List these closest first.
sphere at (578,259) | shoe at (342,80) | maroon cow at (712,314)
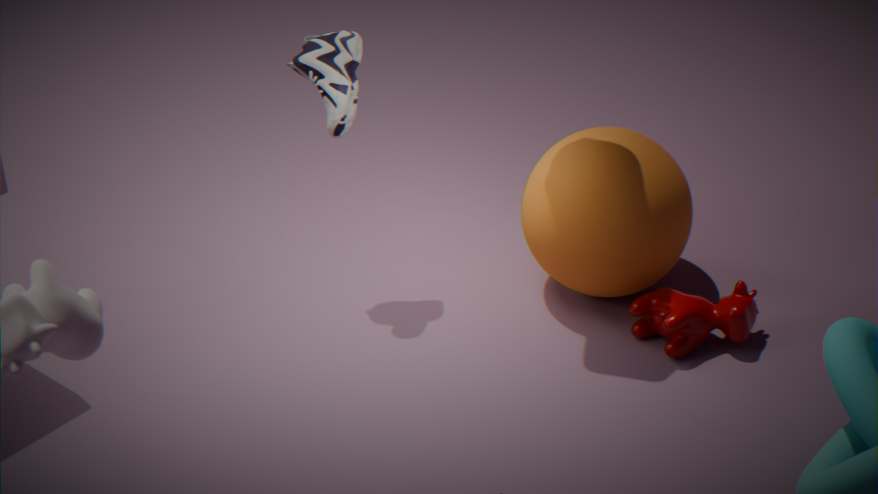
maroon cow at (712,314)
sphere at (578,259)
shoe at (342,80)
